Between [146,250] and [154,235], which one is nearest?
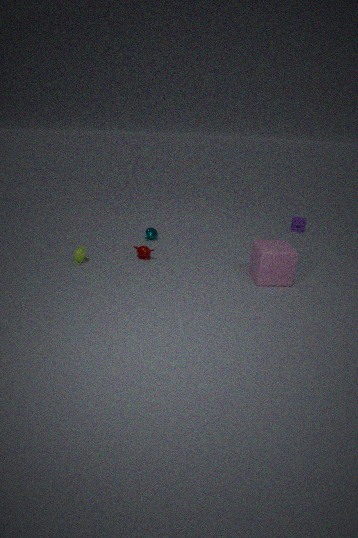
[146,250]
